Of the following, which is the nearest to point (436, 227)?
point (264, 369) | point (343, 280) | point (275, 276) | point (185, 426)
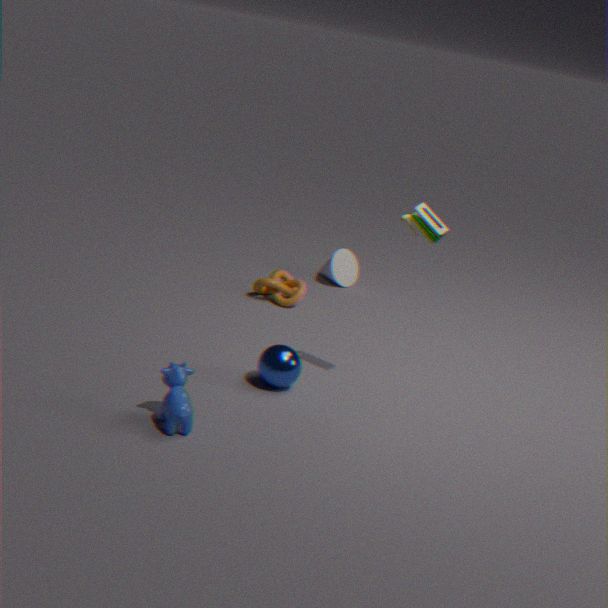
point (264, 369)
